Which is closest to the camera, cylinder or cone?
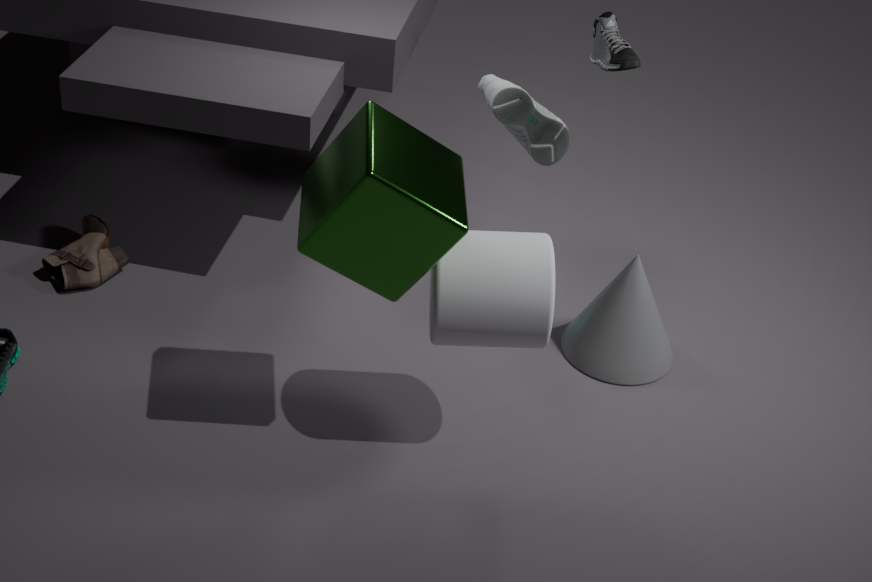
cylinder
